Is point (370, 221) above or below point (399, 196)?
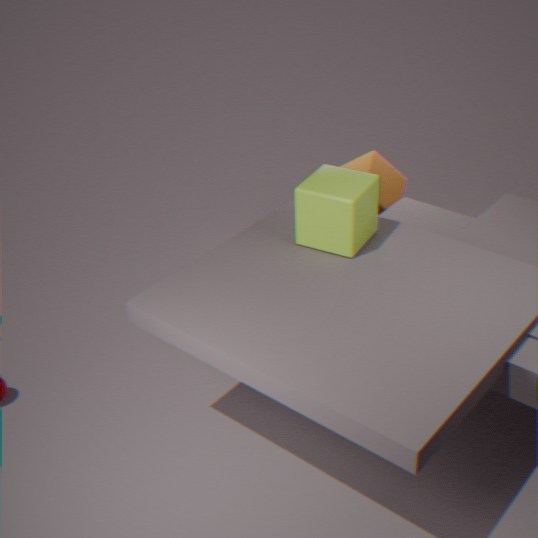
above
